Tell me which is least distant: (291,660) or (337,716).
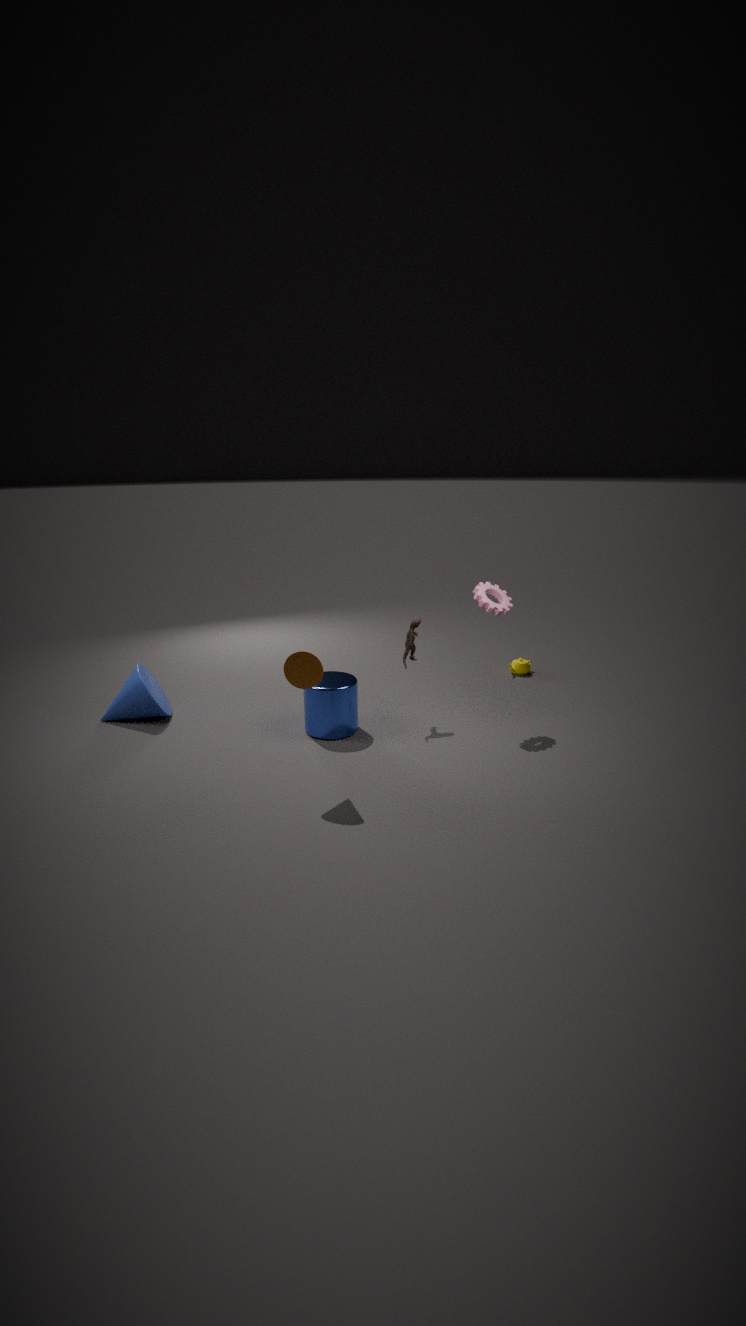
(291,660)
